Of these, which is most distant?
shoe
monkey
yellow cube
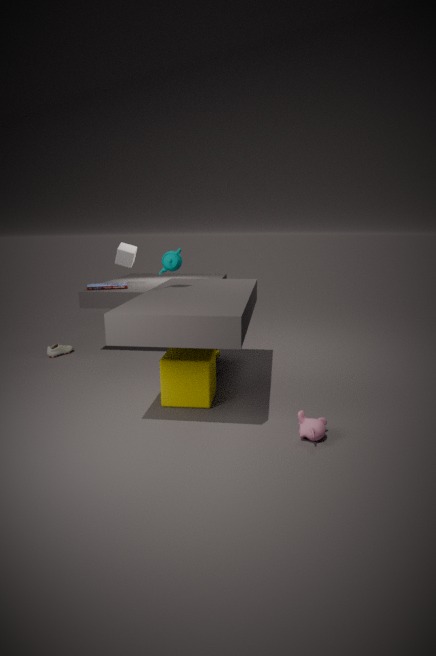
shoe
